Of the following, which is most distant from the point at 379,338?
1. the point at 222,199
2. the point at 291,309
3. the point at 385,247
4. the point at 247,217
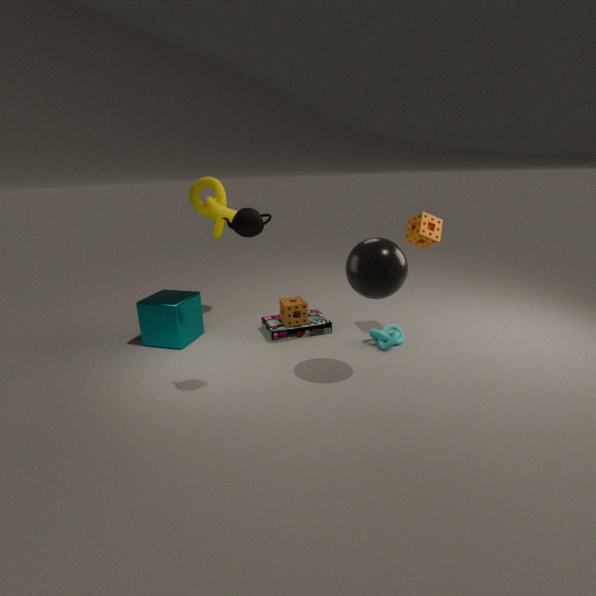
the point at 222,199
